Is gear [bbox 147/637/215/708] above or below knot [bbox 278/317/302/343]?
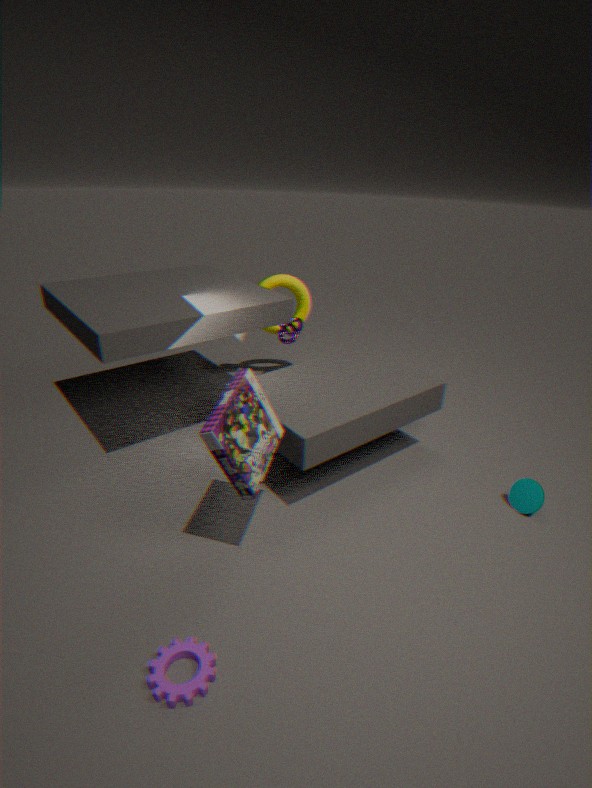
below
